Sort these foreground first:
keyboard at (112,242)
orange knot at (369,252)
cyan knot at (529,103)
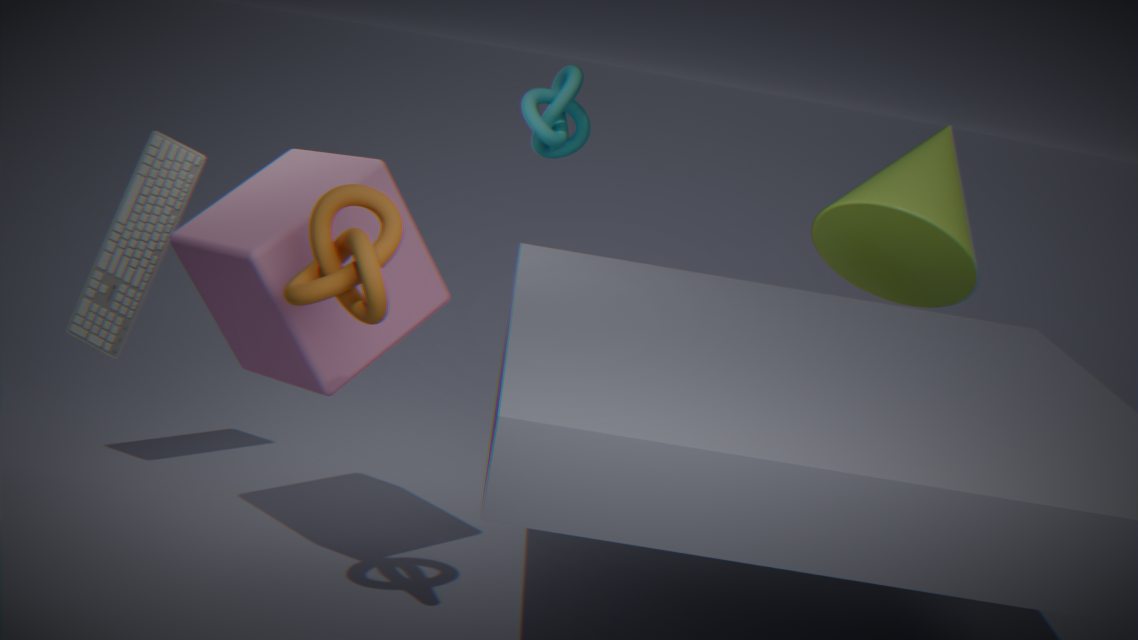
orange knot at (369,252) → keyboard at (112,242) → cyan knot at (529,103)
